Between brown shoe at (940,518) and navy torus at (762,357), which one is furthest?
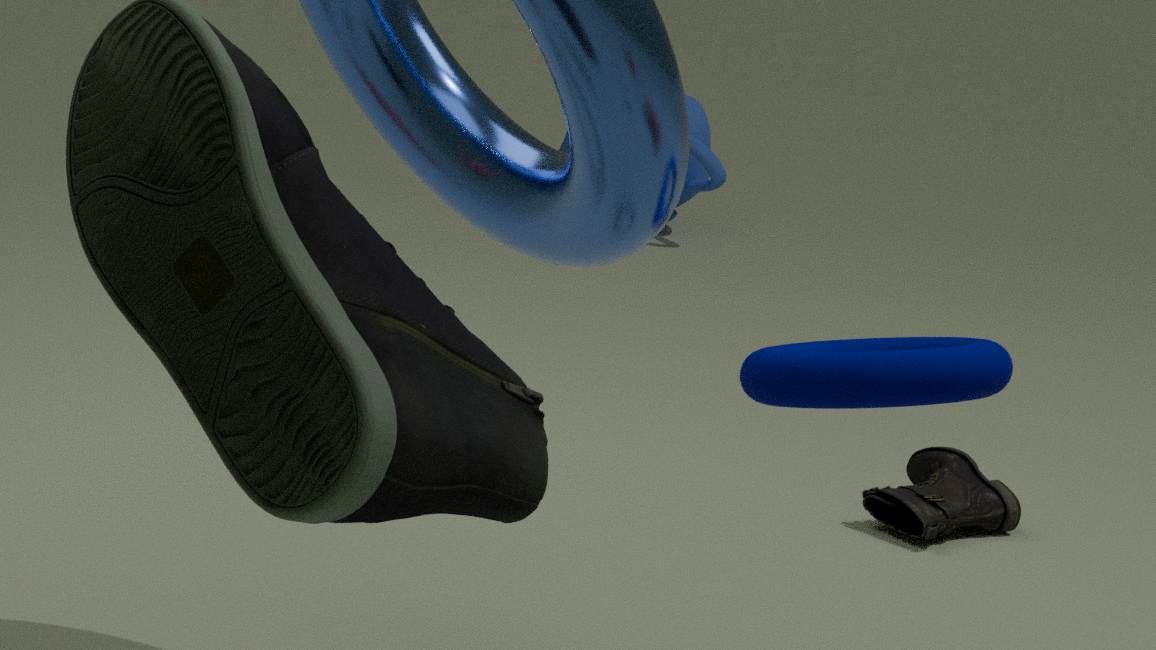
brown shoe at (940,518)
